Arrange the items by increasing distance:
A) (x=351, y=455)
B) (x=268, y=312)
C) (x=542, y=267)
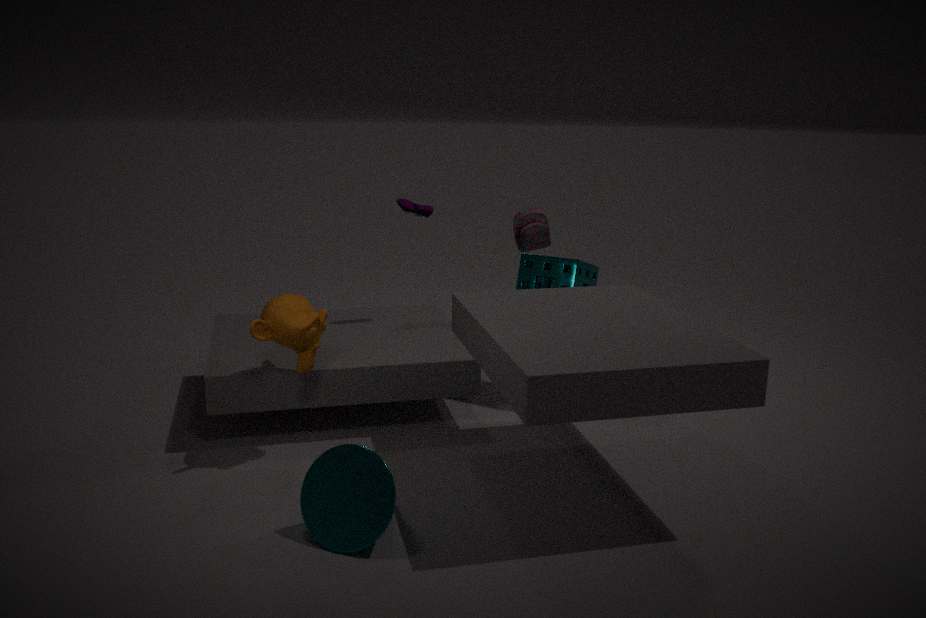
(x=351, y=455)
(x=268, y=312)
(x=542, y=267)
